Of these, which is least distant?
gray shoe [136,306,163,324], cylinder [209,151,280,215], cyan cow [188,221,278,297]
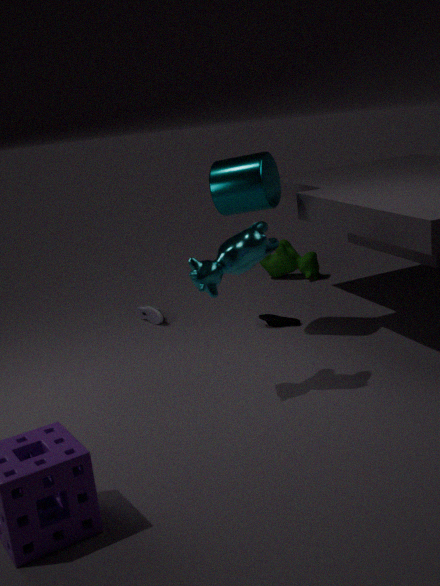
cyan cow [188,221,278,297]
